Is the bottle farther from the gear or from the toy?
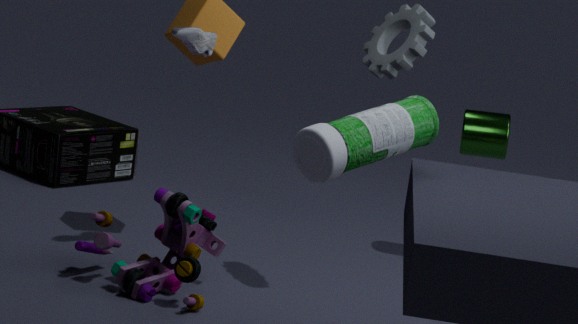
the toy
